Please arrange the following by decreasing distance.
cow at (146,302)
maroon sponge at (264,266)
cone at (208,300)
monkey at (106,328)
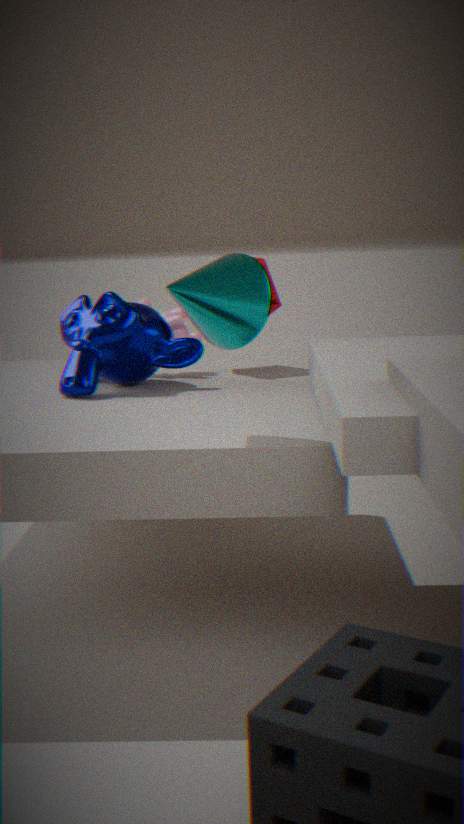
maroon sponge at (264,266)
cow at (146,302)
monkey at (106,328)
cone at (208,300)
